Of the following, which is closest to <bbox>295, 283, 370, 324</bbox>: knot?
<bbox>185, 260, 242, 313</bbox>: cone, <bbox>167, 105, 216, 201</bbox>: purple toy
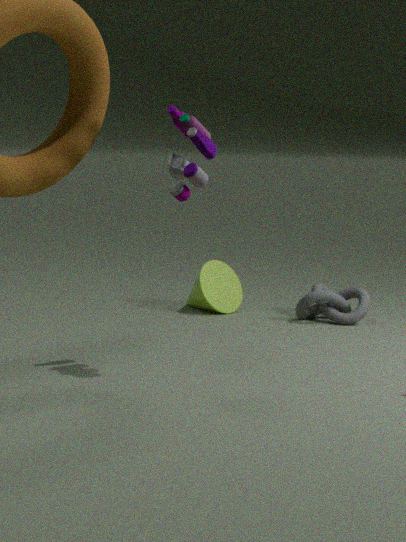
<bbox>185, 260, 242, 313</bbox>: cone
